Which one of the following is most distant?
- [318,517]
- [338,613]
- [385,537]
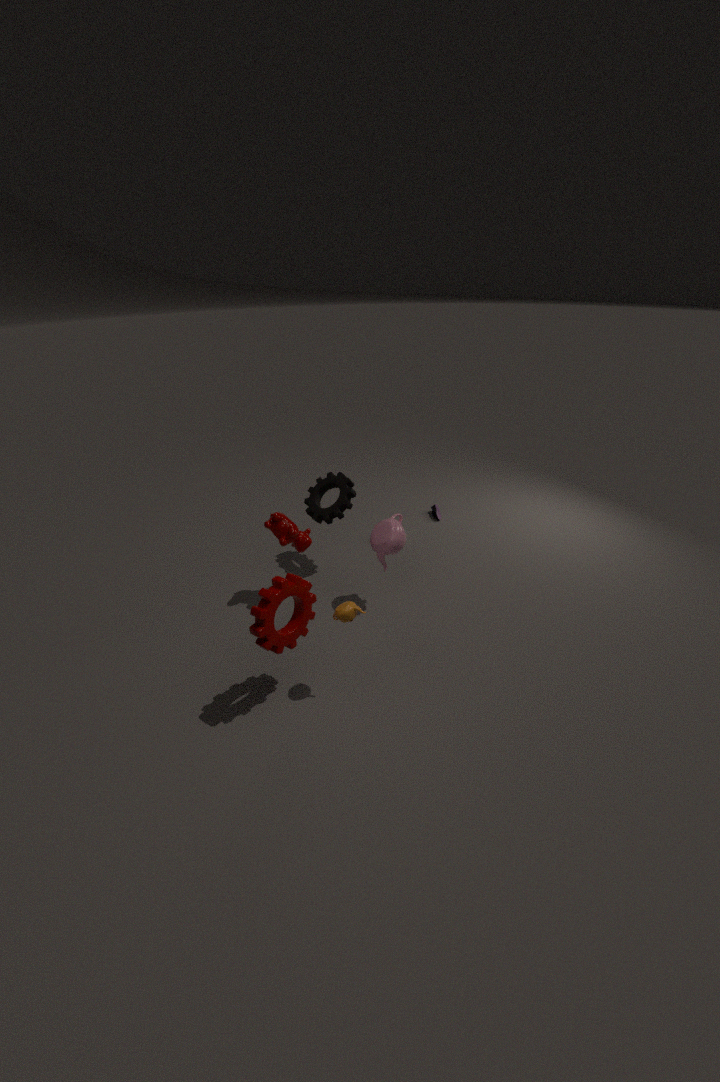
[318,517]
